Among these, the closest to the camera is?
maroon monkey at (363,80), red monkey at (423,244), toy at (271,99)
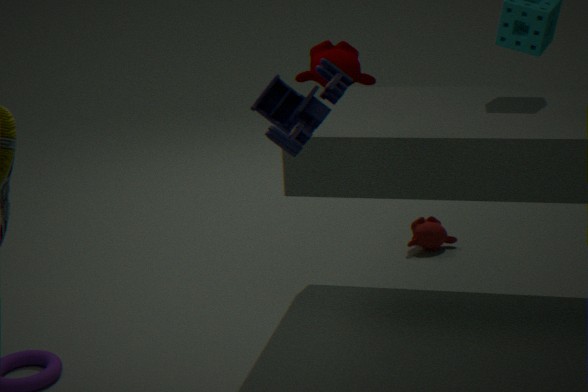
toy at (271,99)
